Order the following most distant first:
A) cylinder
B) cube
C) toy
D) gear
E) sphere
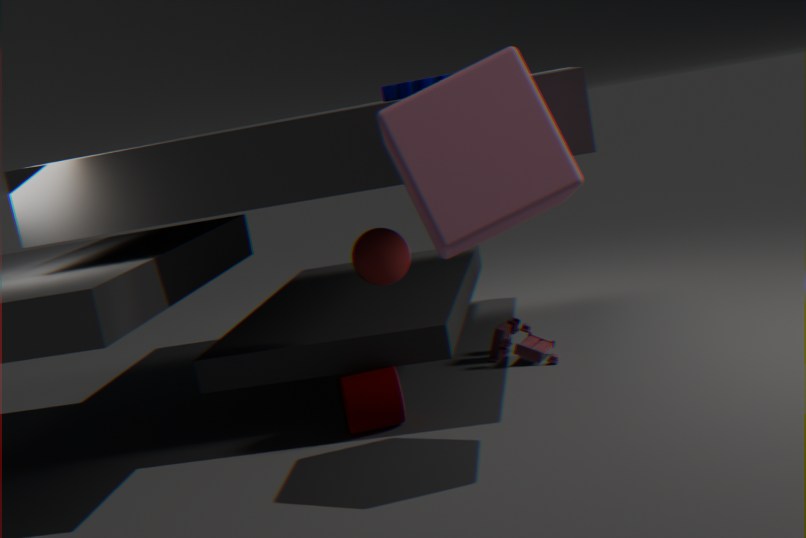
toy, gear, sphere, cylinder, cube
